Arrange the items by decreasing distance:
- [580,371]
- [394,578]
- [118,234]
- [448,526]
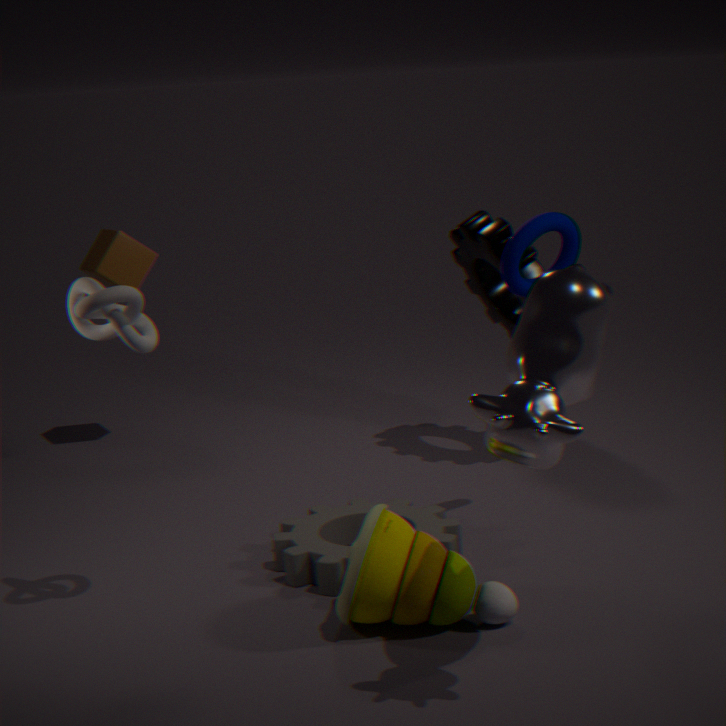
[118,234]
[448,526]
[394,578]
[580,371]
